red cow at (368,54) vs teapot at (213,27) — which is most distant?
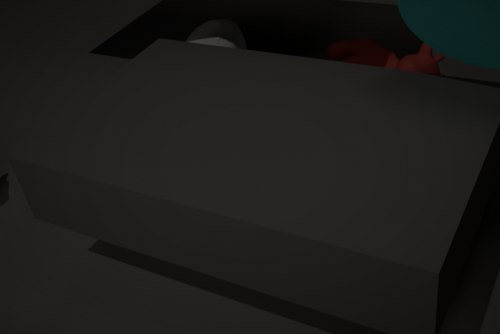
teapot at (213,27)
